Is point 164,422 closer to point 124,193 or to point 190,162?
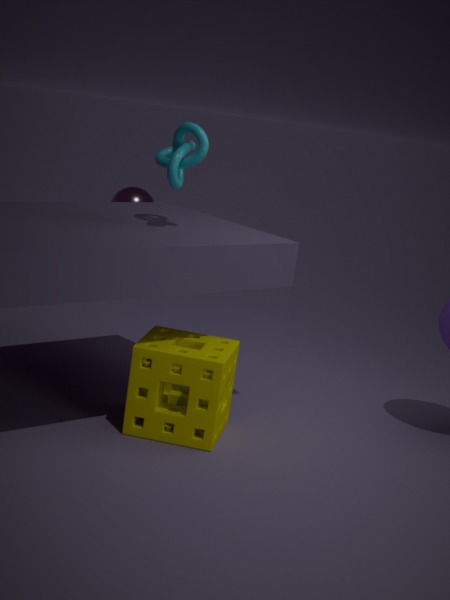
point 190,162
